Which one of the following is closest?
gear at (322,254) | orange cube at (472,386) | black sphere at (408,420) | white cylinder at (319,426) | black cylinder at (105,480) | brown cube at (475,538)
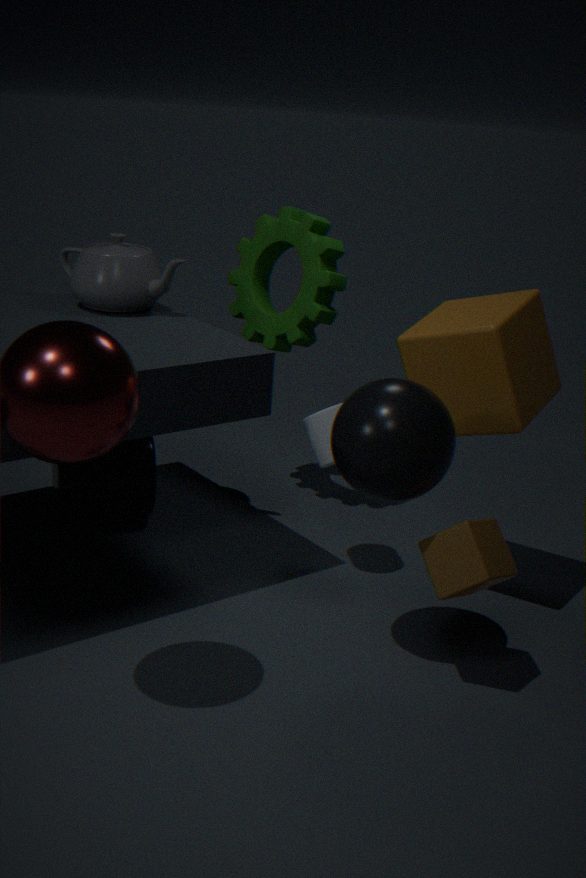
black sphere at (408,420)
